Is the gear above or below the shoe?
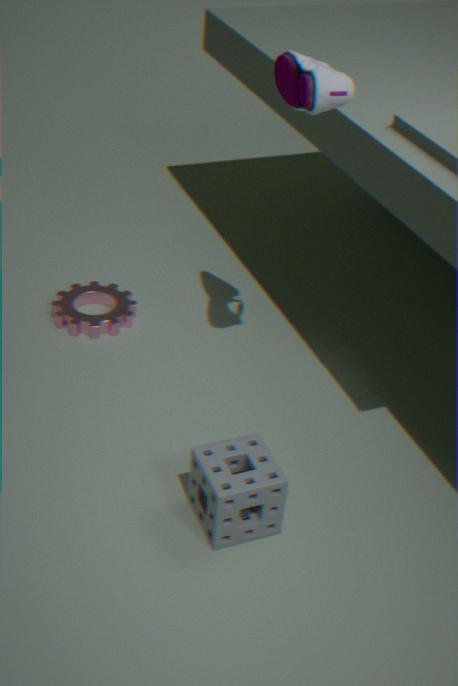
below
